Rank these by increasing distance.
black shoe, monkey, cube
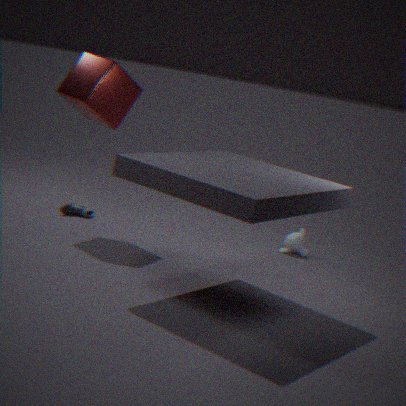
Answer: cube, black shoe, monkey
